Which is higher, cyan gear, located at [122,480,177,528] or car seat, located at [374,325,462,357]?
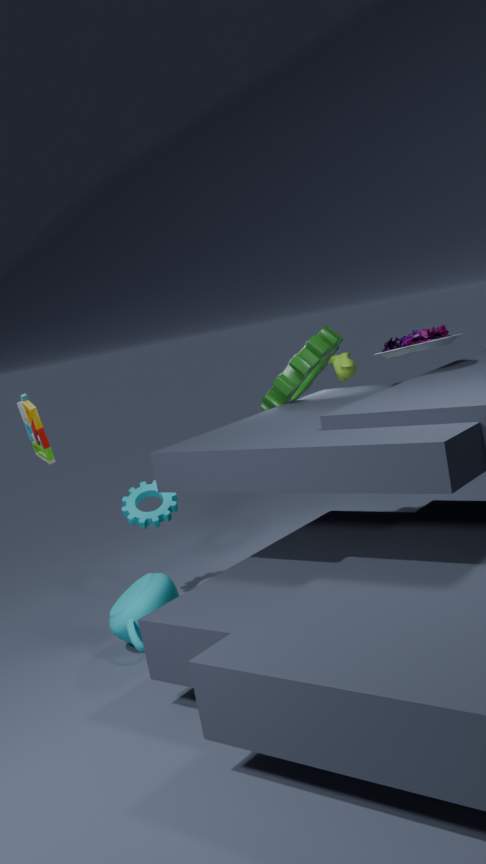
car seat, located at [374,325,462,357]
